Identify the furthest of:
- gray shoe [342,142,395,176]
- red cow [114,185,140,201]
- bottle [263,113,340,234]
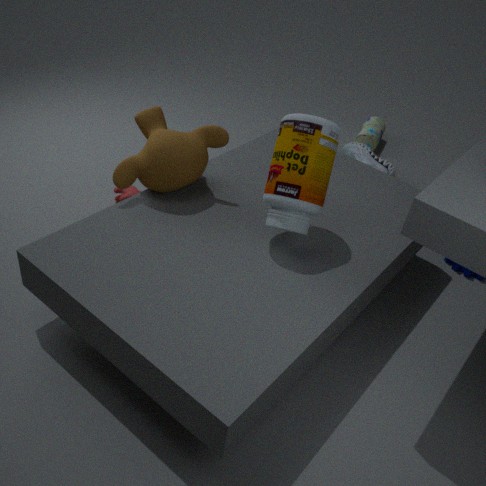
gray shoe [342,142,395,176]
